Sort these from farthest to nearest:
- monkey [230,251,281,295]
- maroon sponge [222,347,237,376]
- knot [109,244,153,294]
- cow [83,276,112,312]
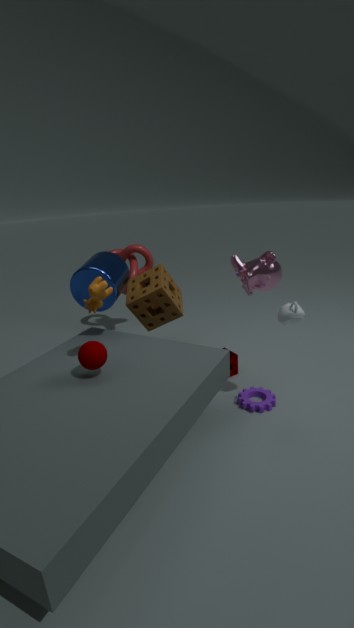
knot [109,244,153,294]
maroon sponge [222,347,237,376]
monkey [230,251,281,295]
cow [83,276,112,312]
